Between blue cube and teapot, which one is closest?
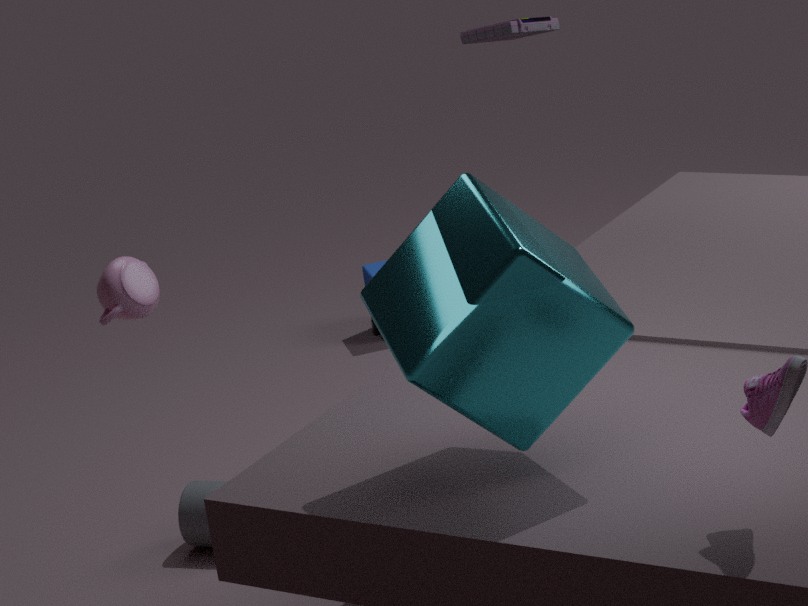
teapot
